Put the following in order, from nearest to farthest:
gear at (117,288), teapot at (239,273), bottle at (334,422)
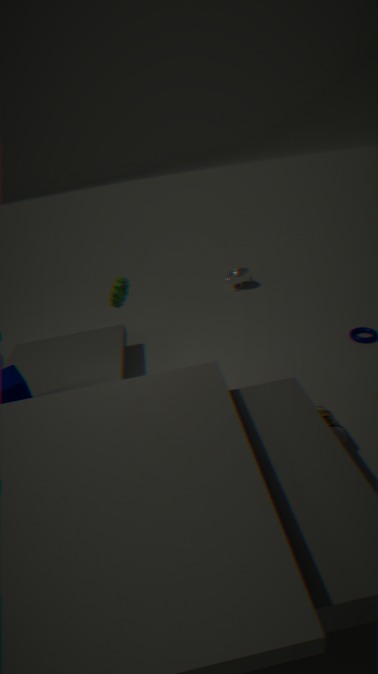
bottle at (334,422), gear at (117,288), teapot at (239,273)
